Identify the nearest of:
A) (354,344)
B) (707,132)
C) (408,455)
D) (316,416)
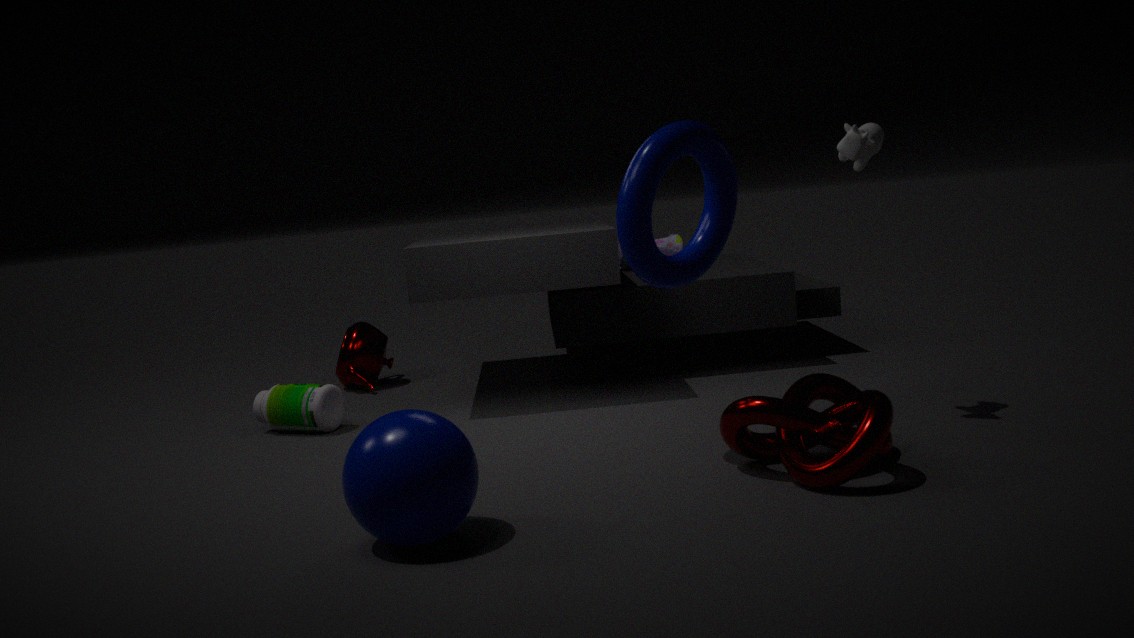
(408,455)
